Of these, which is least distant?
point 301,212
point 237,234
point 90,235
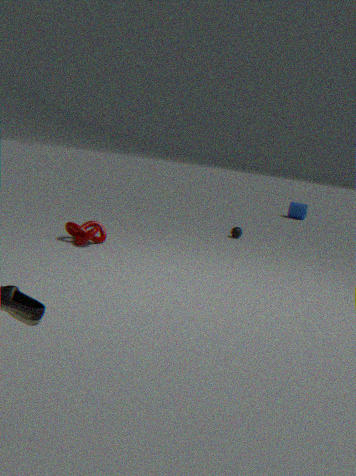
point 90,235
